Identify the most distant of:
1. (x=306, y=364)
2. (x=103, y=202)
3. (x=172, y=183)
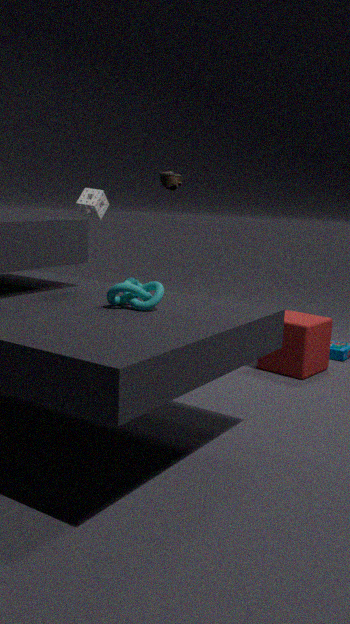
(x=103, y=202)
